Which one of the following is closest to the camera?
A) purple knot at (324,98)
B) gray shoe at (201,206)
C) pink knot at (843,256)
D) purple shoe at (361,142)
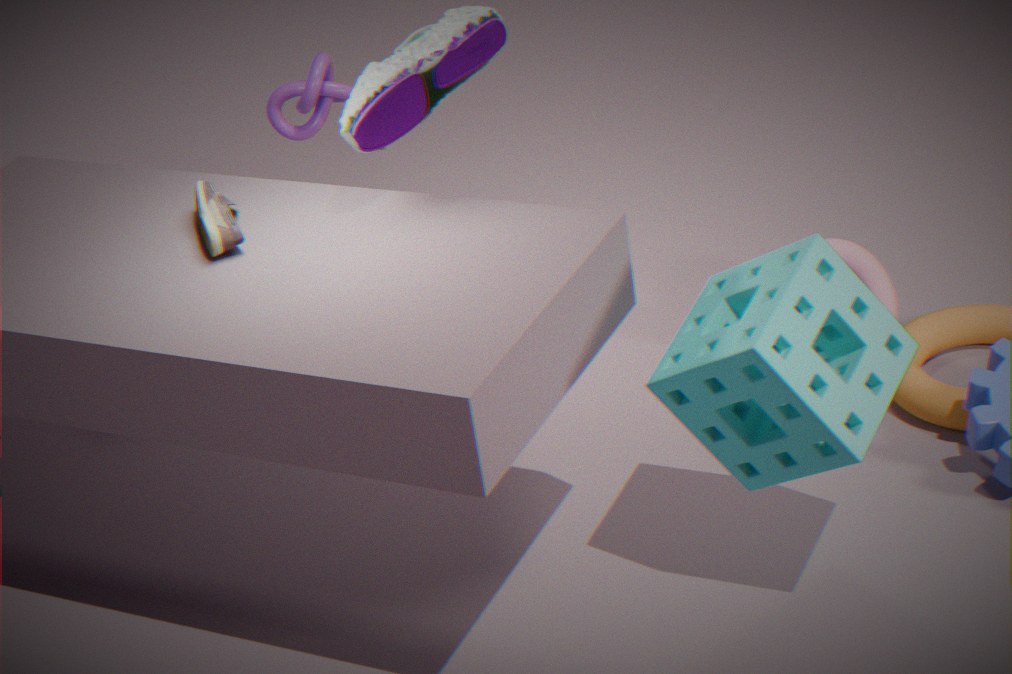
purple shoe at (361,142)
